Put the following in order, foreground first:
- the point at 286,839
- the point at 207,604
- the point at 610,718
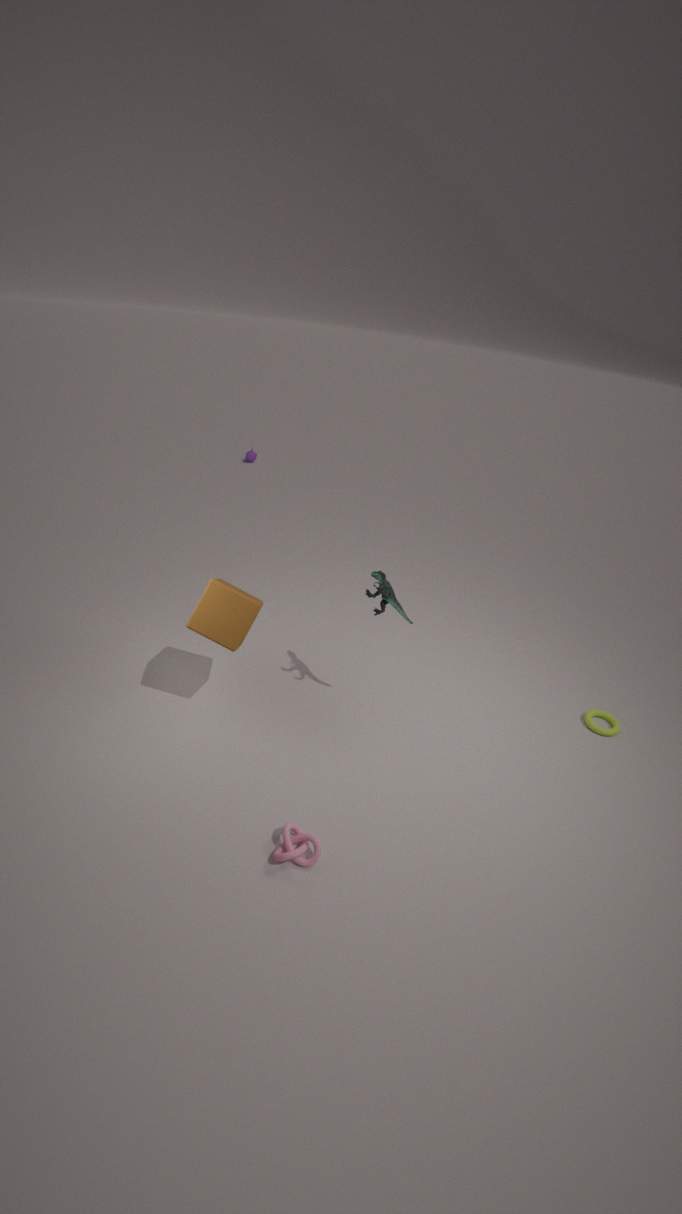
the point at 286,839 < the point at 207,604 < the point at 610,718
